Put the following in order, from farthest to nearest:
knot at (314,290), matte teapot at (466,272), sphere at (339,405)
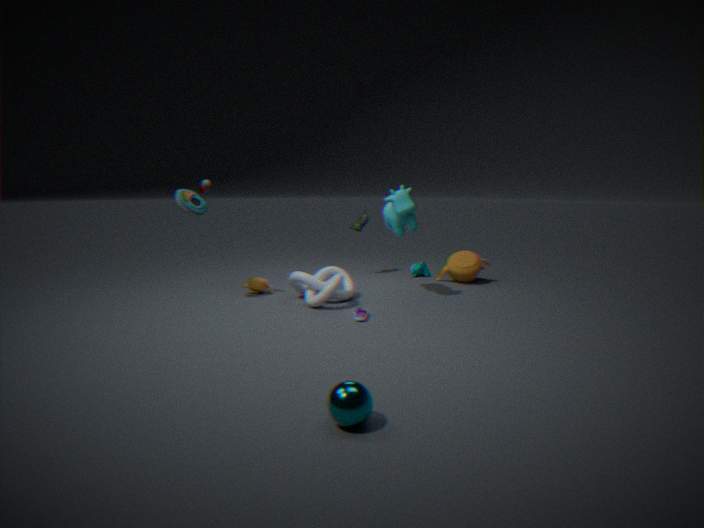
matte teapot at (466,272) → knot at (314,290) → sphere at (339,405)
